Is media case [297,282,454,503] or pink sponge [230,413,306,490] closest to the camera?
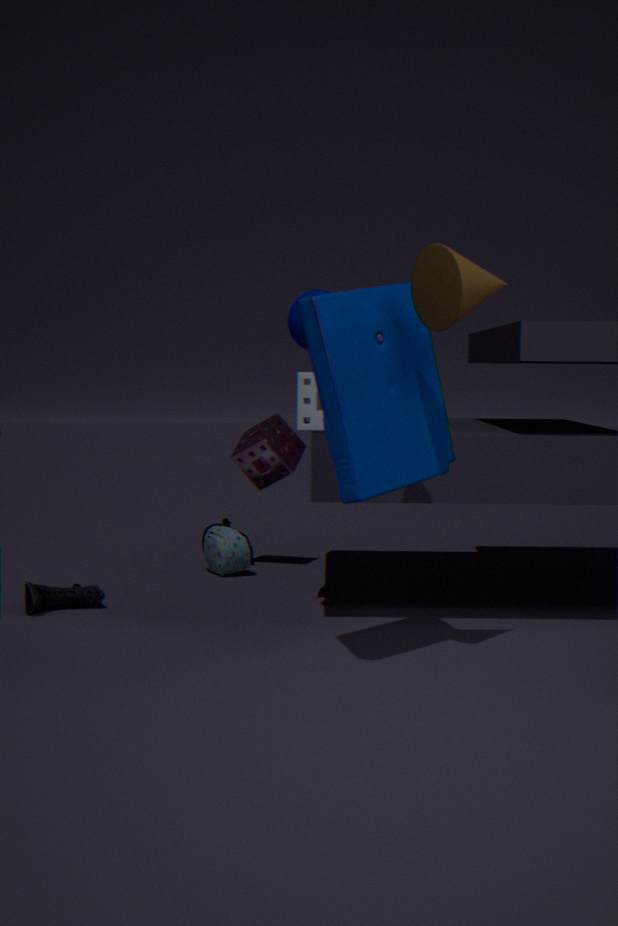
media case [297,282,454,503]
